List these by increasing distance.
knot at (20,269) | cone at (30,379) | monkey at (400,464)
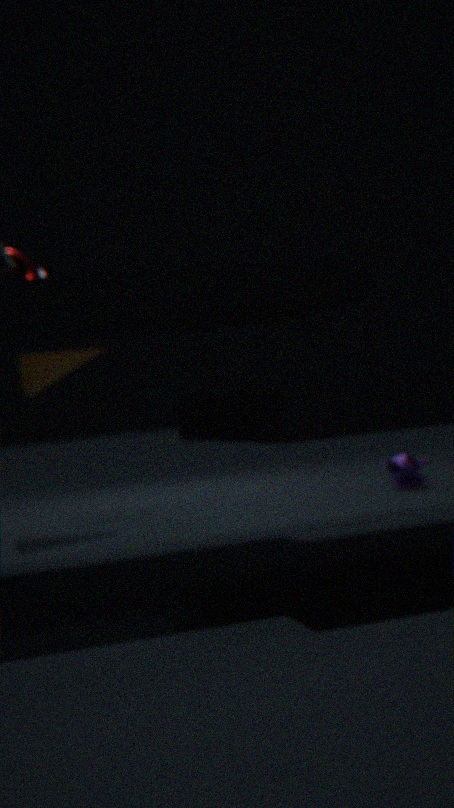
knot at (20,269) < cone at (30,379) < monkey at (400,464)
